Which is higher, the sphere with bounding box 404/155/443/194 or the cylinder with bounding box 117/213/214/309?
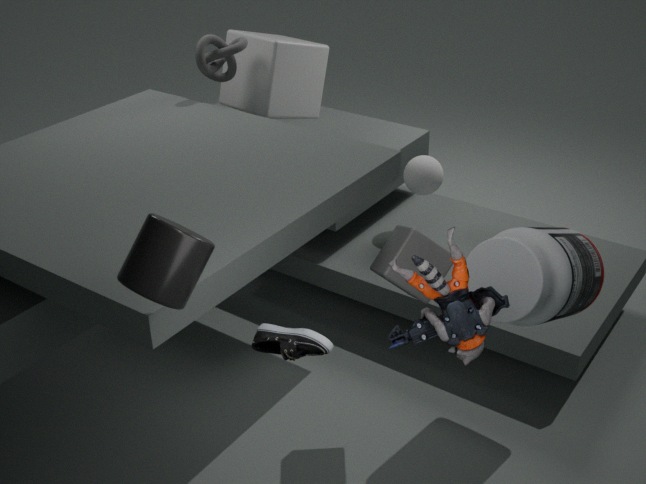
the cylinder with bounding box 117/213/214/309
